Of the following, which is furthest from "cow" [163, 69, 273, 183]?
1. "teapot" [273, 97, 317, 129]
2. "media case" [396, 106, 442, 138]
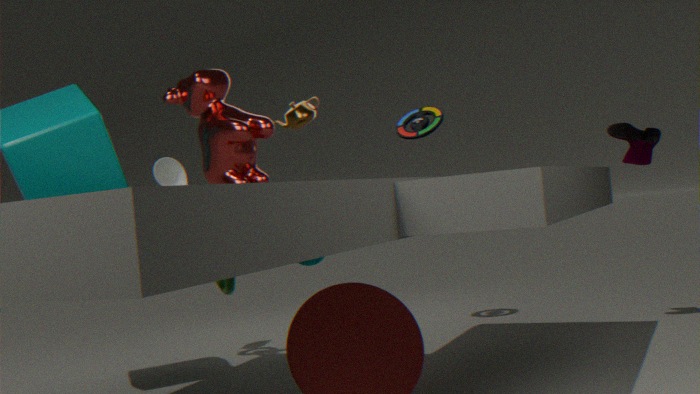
"media case" [396, 106, 442, 138]
